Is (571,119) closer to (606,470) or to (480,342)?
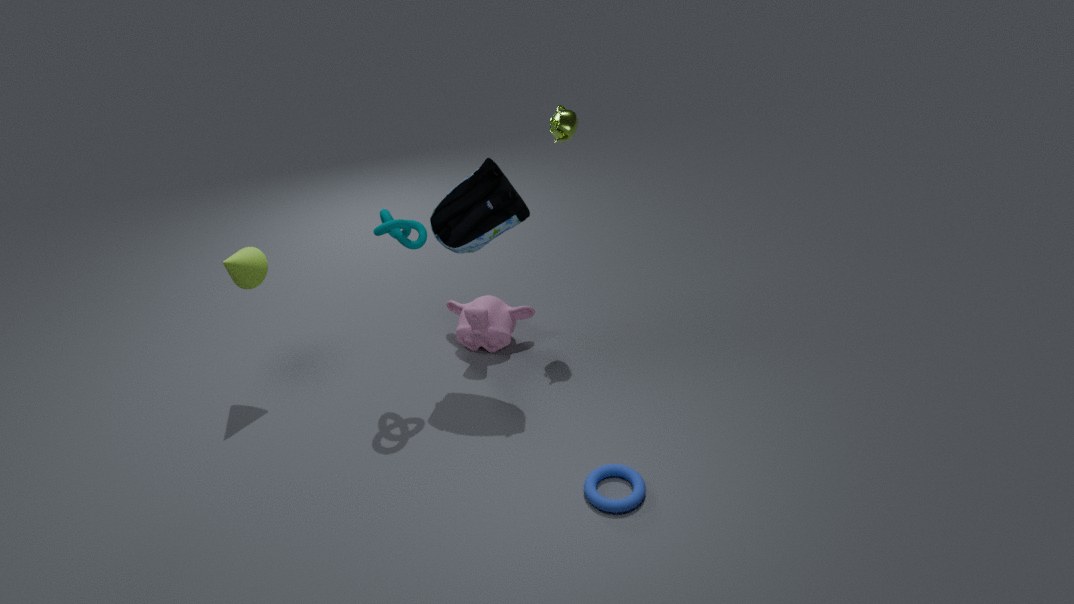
(480,342)
